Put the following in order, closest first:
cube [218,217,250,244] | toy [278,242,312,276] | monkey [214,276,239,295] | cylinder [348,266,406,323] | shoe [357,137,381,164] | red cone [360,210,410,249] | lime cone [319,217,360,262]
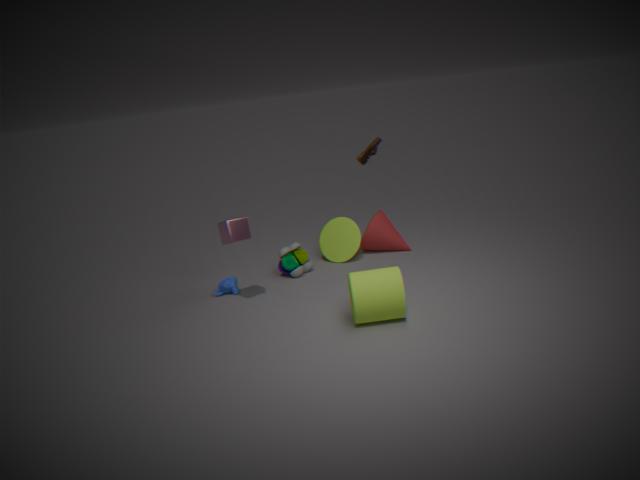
cylinder [348,266,406,323], cube [218,217,250,244], monkey [214,276,239,295], toy [278,242,312,276], lime cone [319,217,360,262], red cone [360,210,410,249], shoe [357,137,381,164]
